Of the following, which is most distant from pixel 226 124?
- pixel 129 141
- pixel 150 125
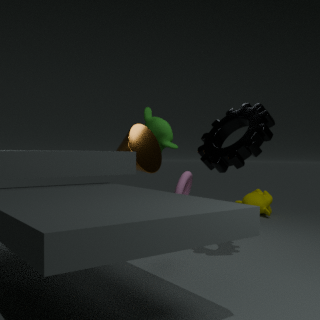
pixel 150 125
